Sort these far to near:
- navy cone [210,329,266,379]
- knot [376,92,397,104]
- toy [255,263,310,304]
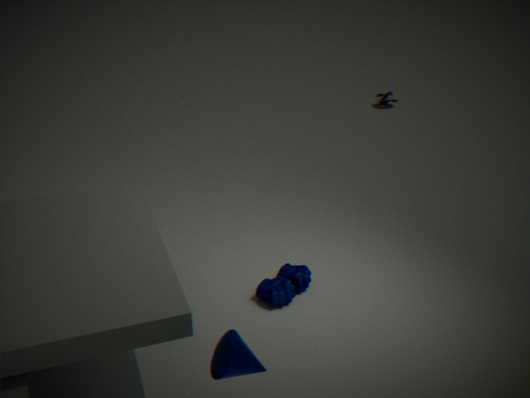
knot [376,92,397,104] < toy [255,263,310,304] < navy cone [210,329,266,379]
